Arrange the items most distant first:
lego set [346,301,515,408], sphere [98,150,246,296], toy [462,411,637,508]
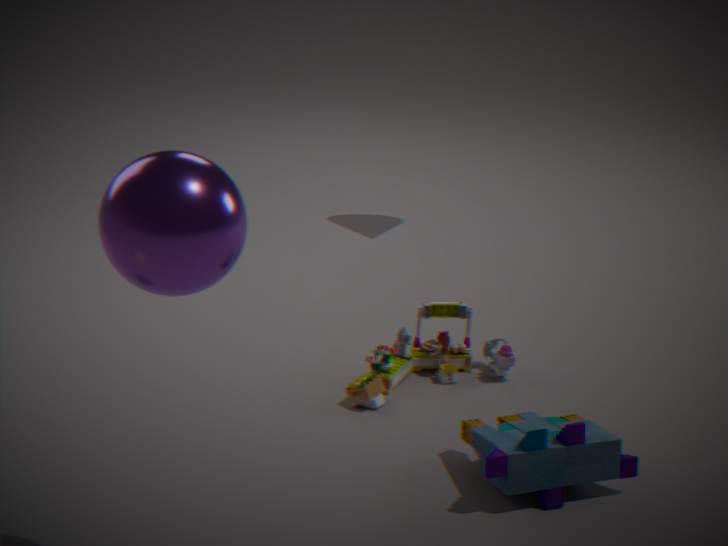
lego set [346,301,515,408] → toy [462,411,637,508] → sphere [98,150,246,296]
